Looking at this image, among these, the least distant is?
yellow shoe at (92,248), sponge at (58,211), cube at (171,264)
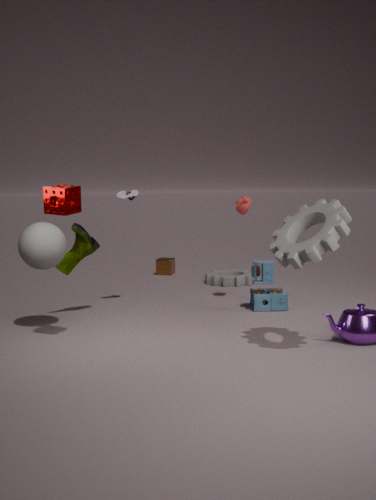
sponge at (58,211)
